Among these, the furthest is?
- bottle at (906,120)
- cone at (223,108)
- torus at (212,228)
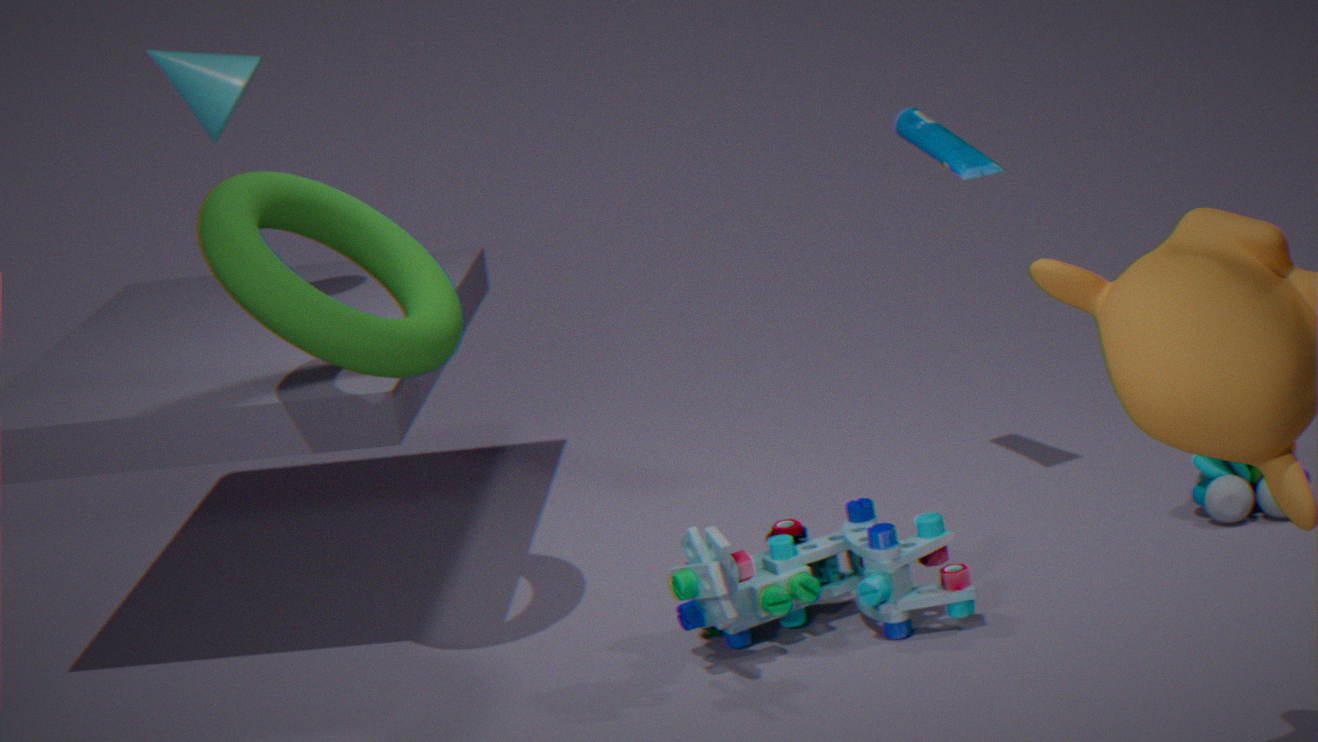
cone at (223,108)
